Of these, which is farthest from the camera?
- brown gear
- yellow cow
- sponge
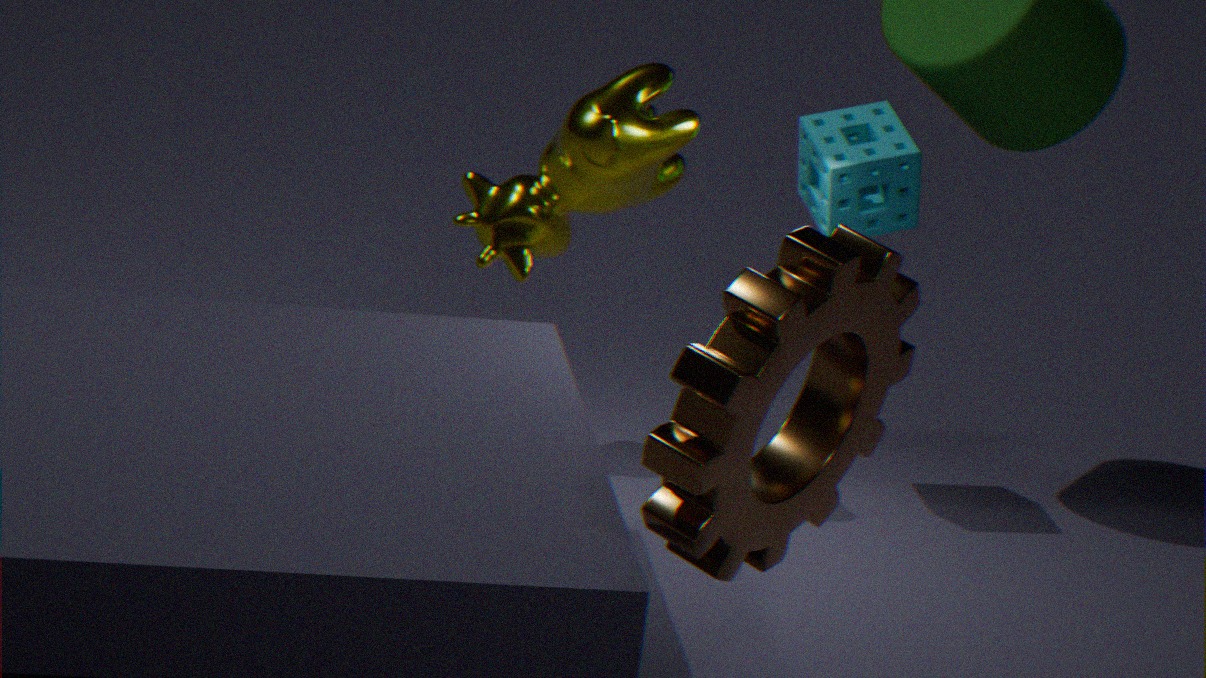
sponge
